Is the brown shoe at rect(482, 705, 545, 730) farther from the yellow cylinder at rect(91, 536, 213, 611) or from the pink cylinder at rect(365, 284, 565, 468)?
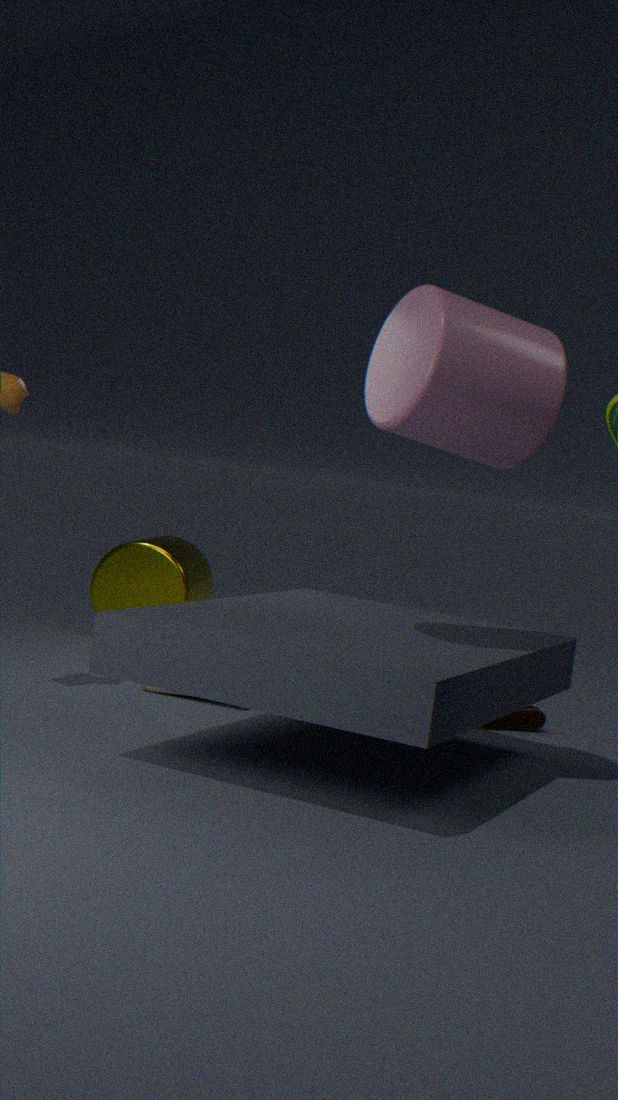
the yellow cylinder at rect(91, 536, 213, 611)
